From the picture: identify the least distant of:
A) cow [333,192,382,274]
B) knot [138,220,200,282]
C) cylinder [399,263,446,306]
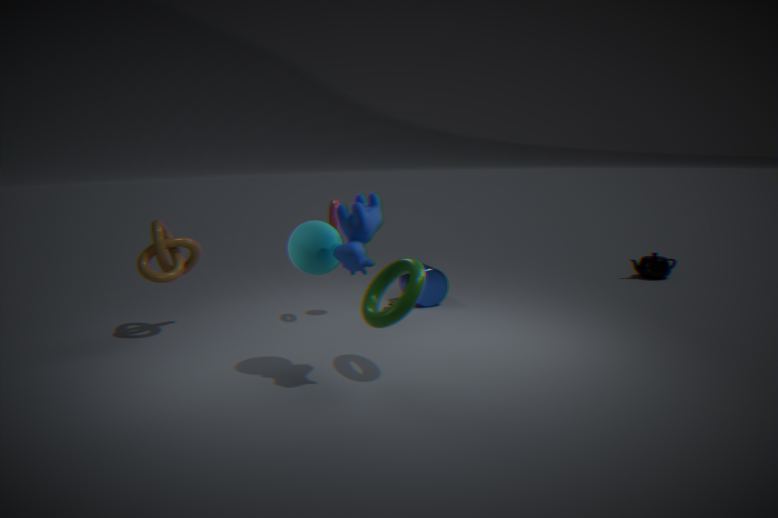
cow [333,192,382,274]
